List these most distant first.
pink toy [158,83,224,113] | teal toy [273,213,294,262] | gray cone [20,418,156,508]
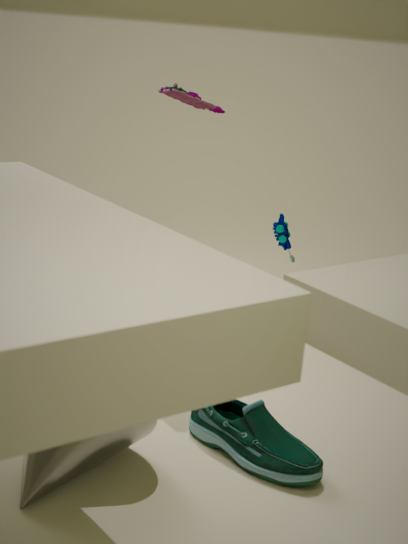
teal toy [273,213,294,262] → pink toy [158,83,224,113] → gray cone [20,418,156,508]
